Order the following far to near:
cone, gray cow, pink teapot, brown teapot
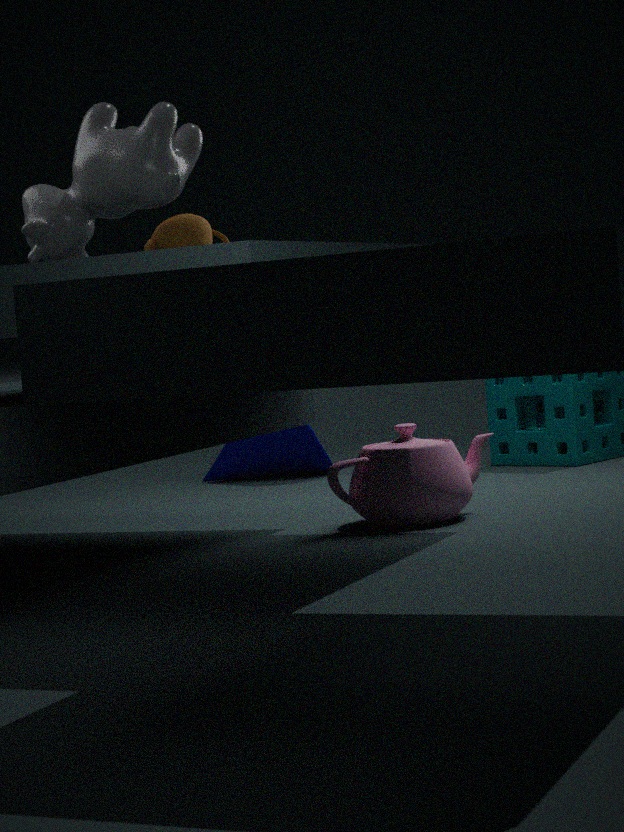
1. cone
2. pink teapot
3. brown teapot
4. gray cow
